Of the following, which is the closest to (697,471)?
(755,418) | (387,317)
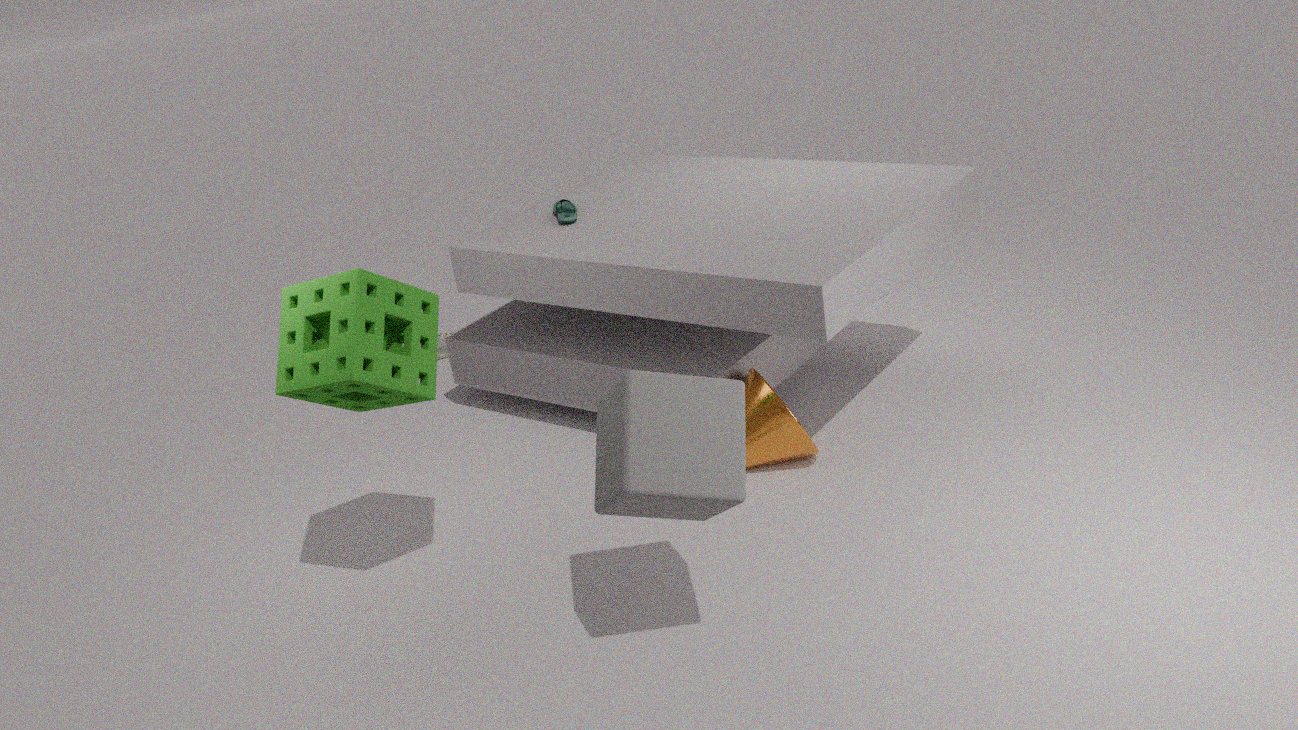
(387,317)
